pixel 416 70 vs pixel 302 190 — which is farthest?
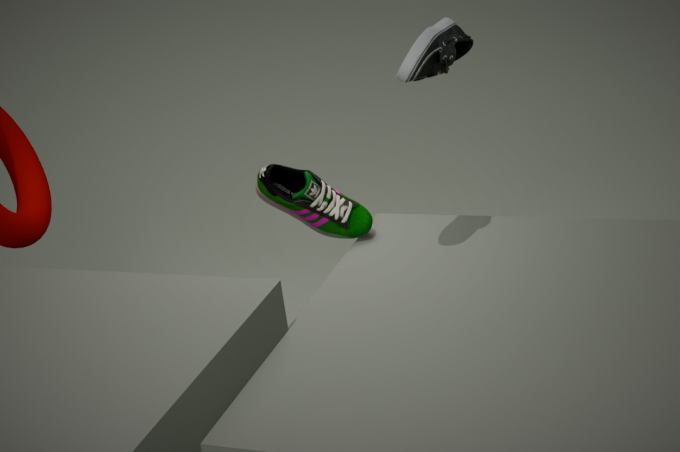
pixel 302 190
